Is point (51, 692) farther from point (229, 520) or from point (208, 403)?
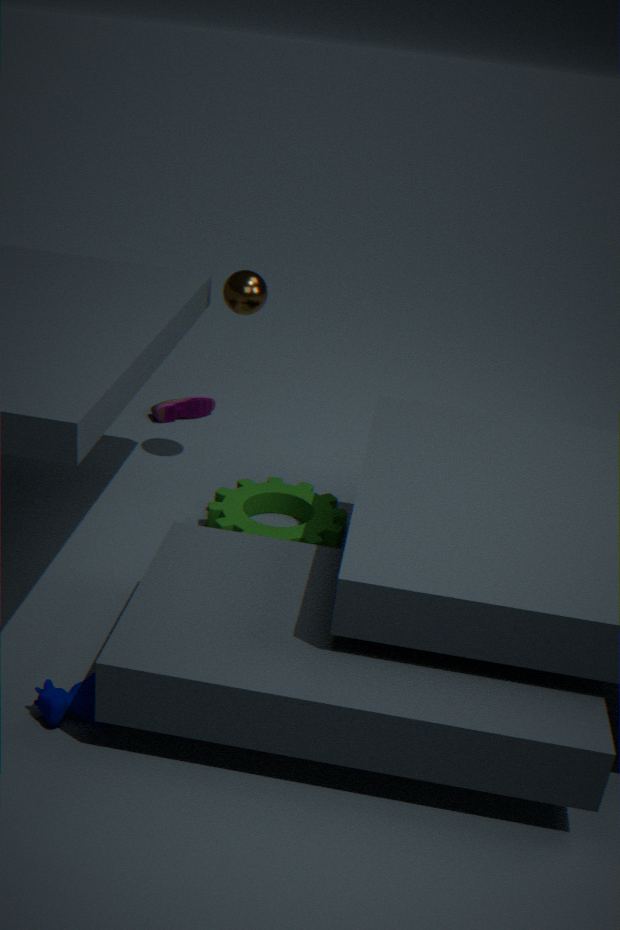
point (208, 403)
